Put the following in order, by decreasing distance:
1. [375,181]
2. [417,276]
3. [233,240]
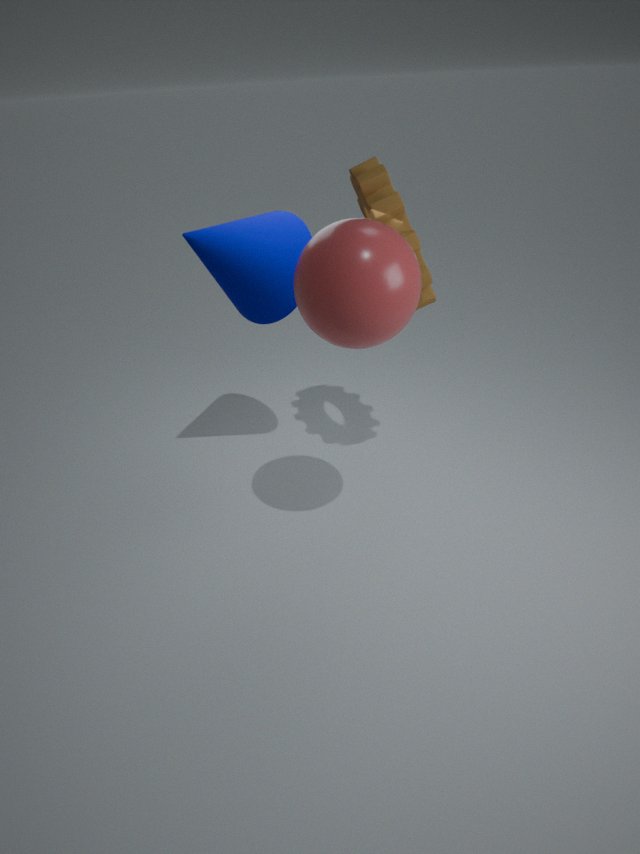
[233,240], [375,181], [417,276]
